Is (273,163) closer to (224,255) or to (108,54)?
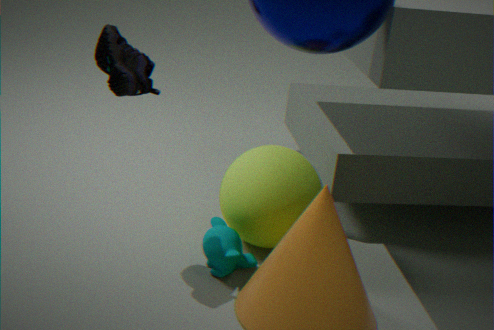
(224,255)
